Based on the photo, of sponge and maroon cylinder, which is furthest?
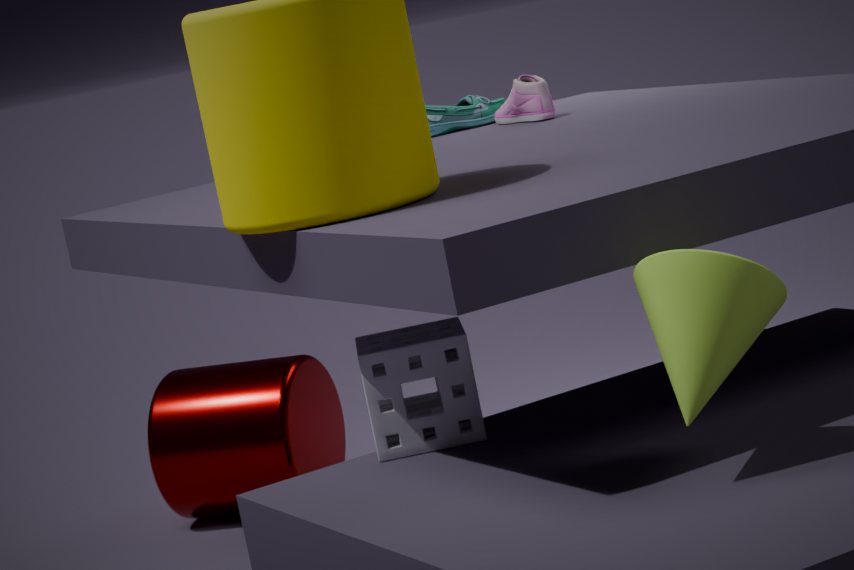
maroon cylinder
